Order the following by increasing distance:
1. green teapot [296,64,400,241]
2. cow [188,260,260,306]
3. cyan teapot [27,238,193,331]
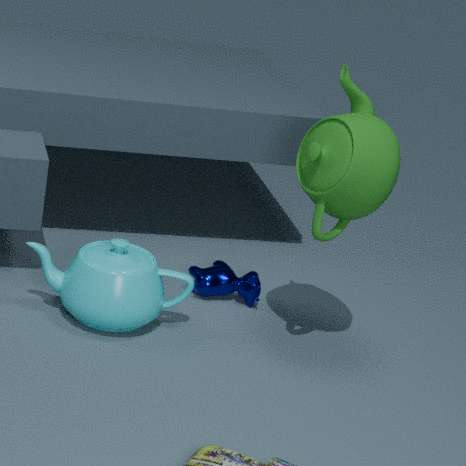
green teapot [296,64,400,241], cyan teapot [27,238,193,331], cow [188,260,260,306]
